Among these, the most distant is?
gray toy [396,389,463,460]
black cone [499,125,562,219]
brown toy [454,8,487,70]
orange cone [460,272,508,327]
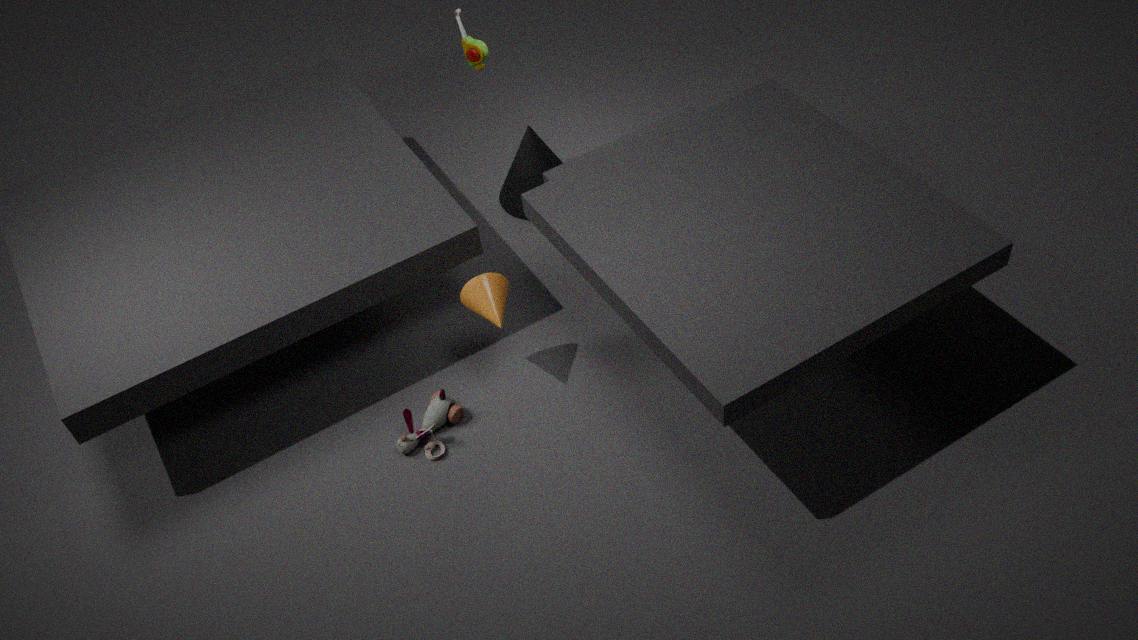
black cone [499,125,562,219]
